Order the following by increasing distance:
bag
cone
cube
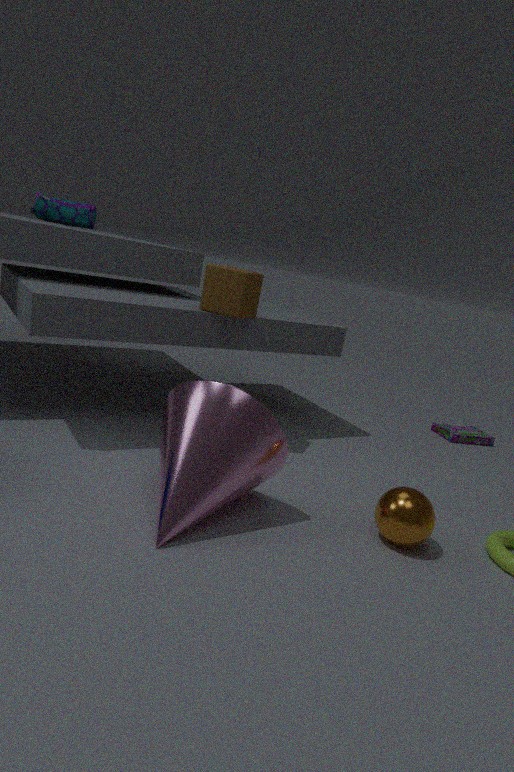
1. cone
2. cube
3. bag
